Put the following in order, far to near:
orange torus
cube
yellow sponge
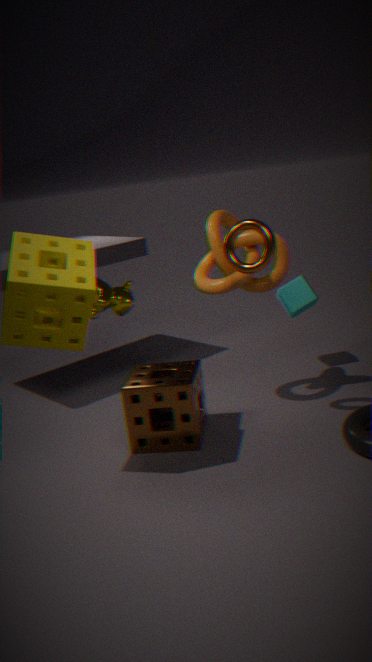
1. cube
2. orange torus
3. yellow sponge
